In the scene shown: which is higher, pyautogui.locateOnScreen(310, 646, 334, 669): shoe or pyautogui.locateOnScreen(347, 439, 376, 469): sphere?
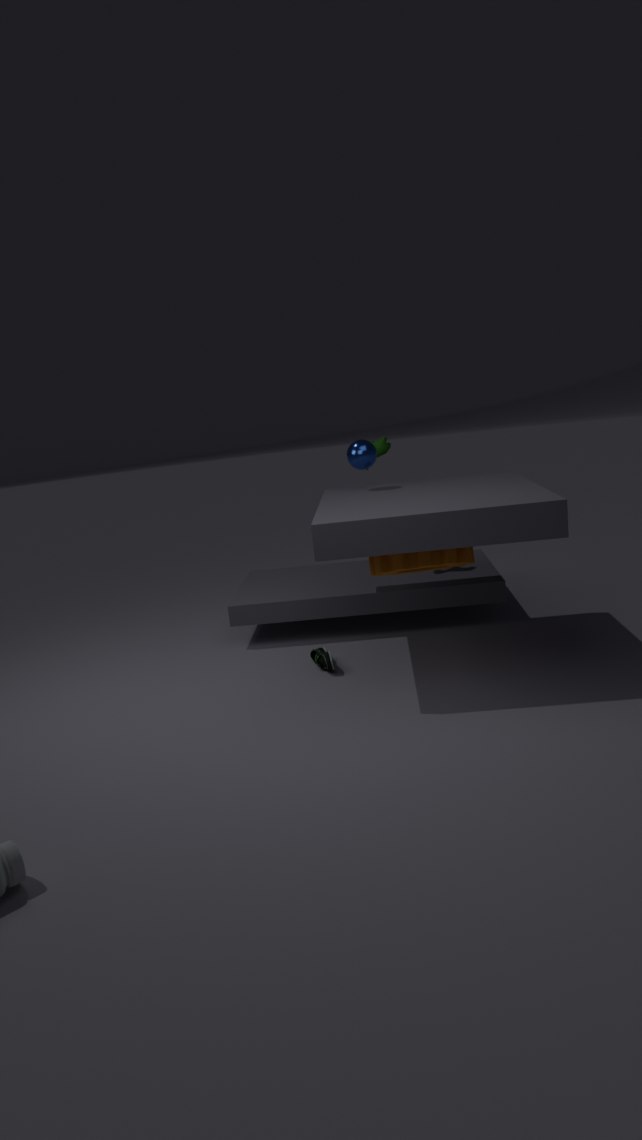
pyautogui.locateOnScreen(347, 439, 376, 469): sphere
